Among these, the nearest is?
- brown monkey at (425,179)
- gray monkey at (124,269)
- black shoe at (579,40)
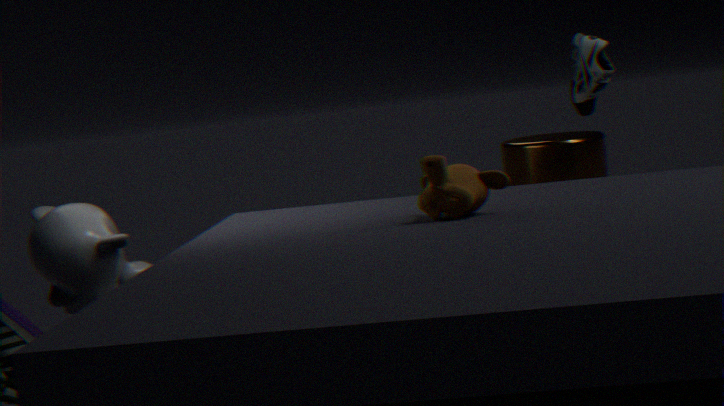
brown monkey at (425,179)
